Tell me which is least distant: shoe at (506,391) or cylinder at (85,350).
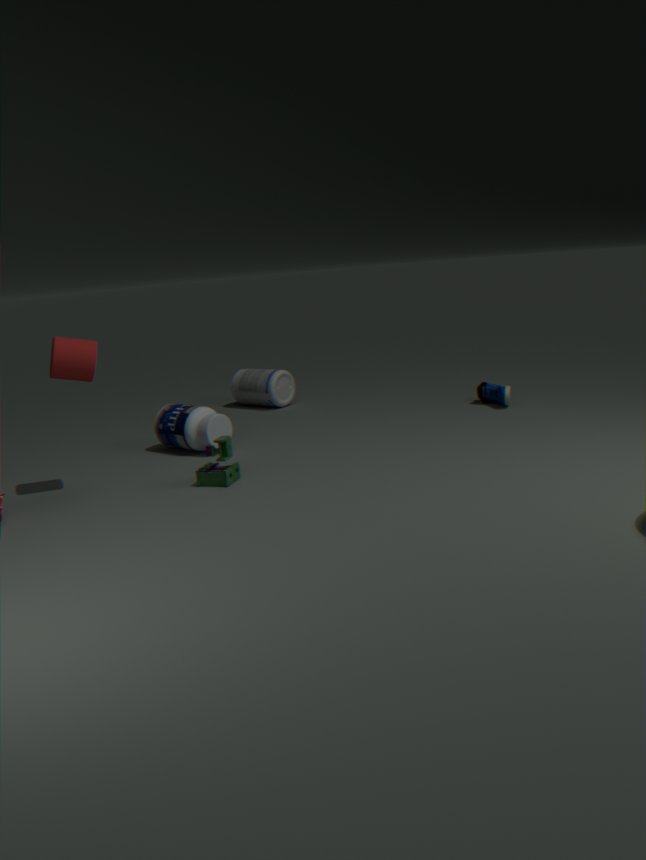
cylinder at (85,350)
